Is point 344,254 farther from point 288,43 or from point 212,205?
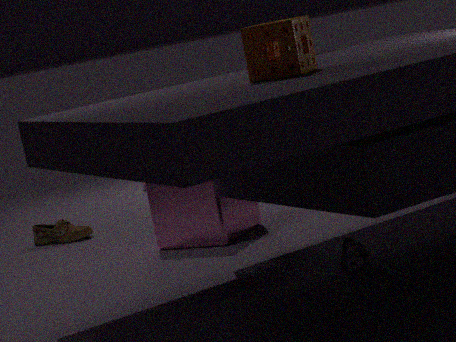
point 212,205
